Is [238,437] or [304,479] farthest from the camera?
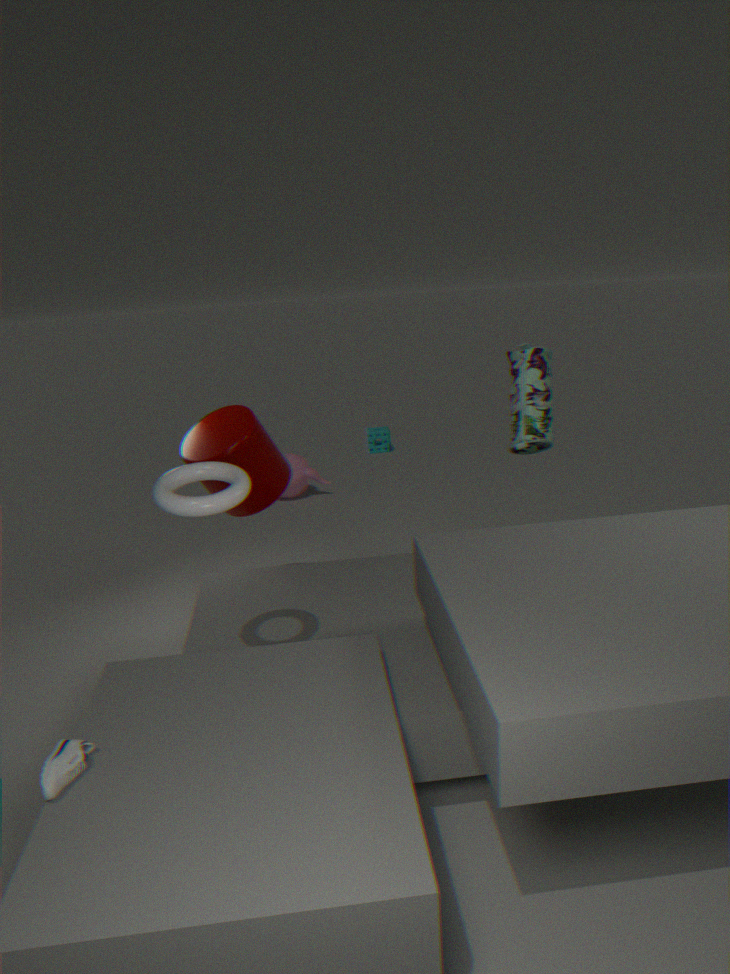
[304,479]
